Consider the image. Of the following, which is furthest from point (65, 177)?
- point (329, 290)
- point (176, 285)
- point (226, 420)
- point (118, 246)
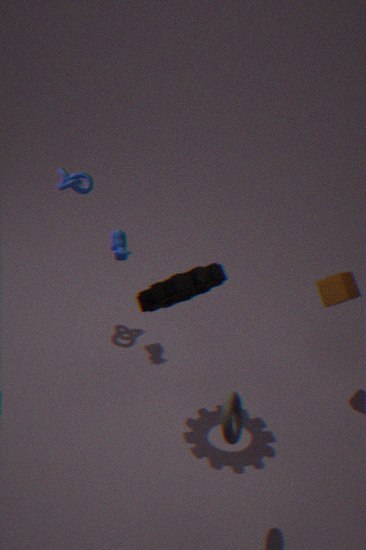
point (226, 420)
